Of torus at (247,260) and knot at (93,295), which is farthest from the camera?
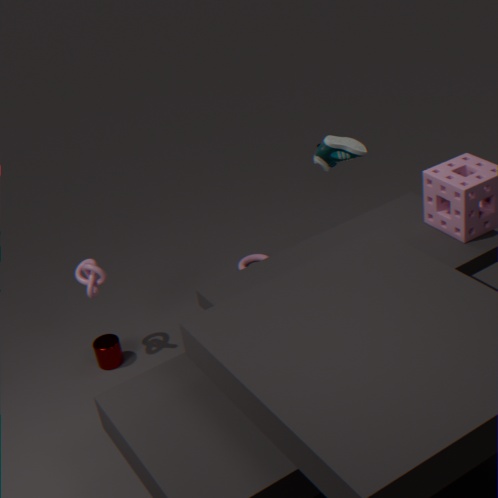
torus at (247,260)
